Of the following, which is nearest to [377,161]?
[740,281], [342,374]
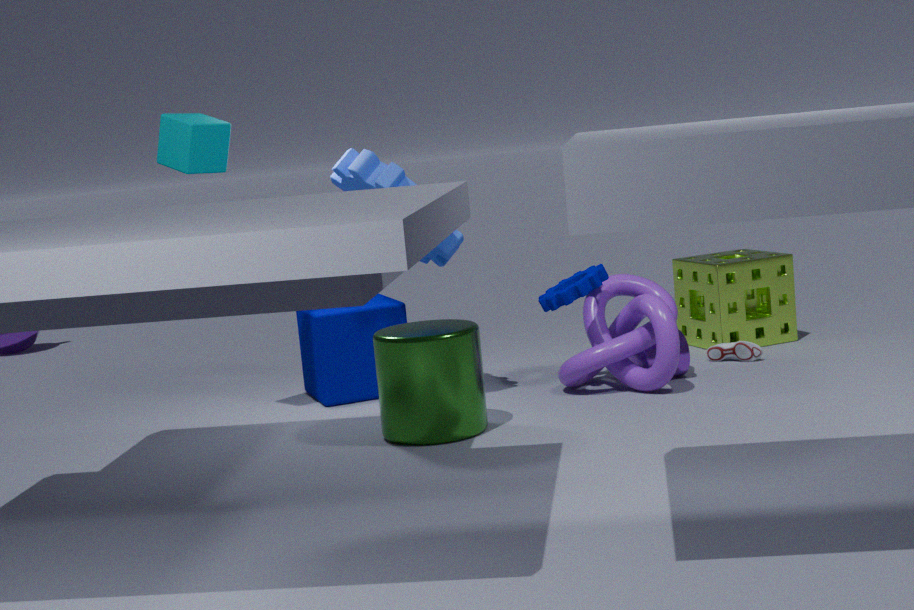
[342,374]
